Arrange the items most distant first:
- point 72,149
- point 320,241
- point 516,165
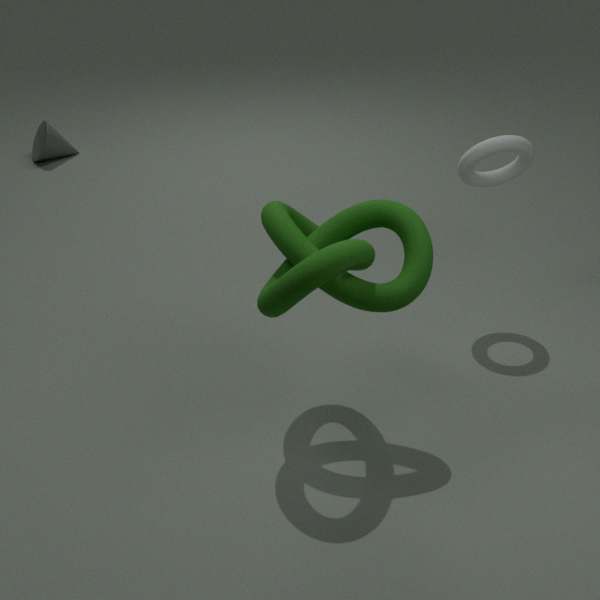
point 72,149
point 516,165
point 320,241
